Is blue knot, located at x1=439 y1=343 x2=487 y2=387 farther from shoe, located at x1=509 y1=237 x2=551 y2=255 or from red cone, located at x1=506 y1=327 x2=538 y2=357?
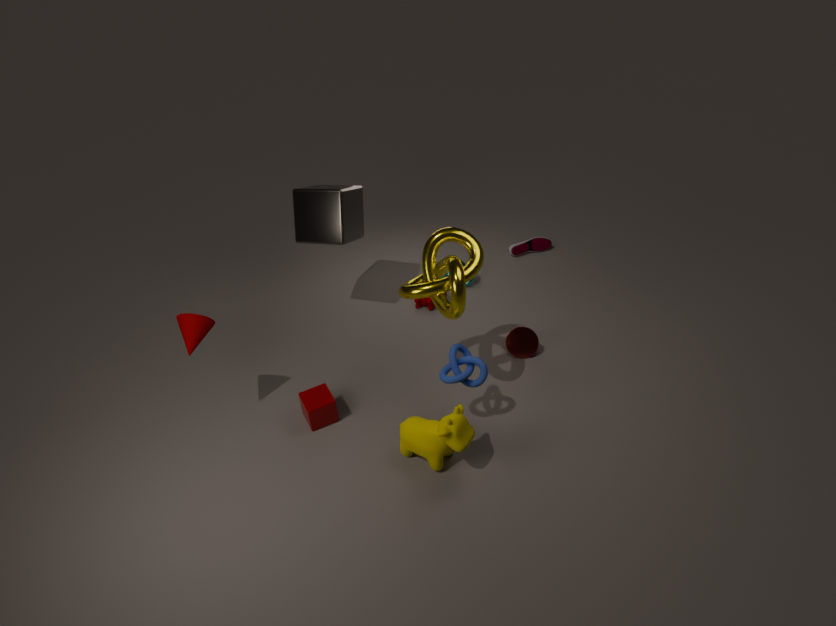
shoe, located at x1=509 y1=237 x2=551 y2=255
